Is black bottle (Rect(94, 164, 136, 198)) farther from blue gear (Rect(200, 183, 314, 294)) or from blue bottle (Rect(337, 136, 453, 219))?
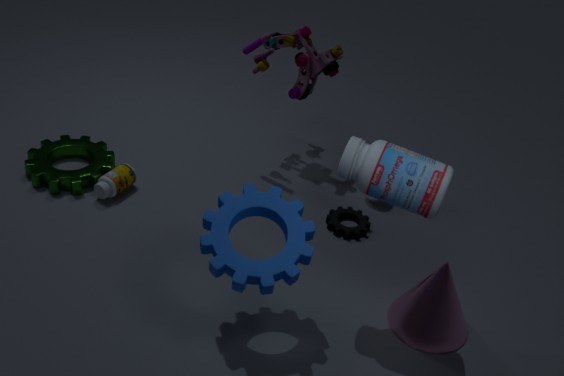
blue bottle (Rect(337, 136, 453, 219))
